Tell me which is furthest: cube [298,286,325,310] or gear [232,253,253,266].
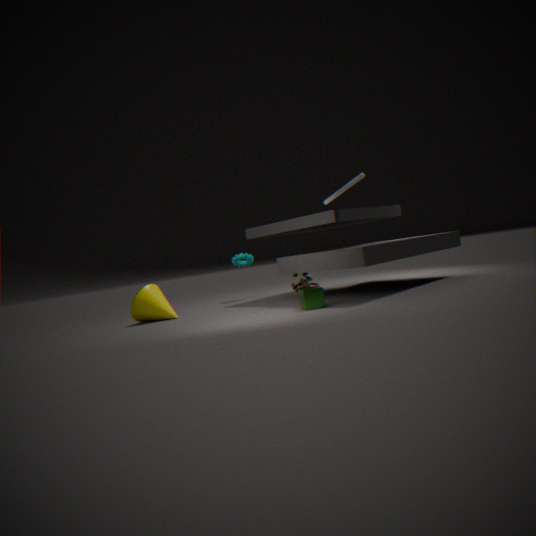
gear [232,253,253,266]
